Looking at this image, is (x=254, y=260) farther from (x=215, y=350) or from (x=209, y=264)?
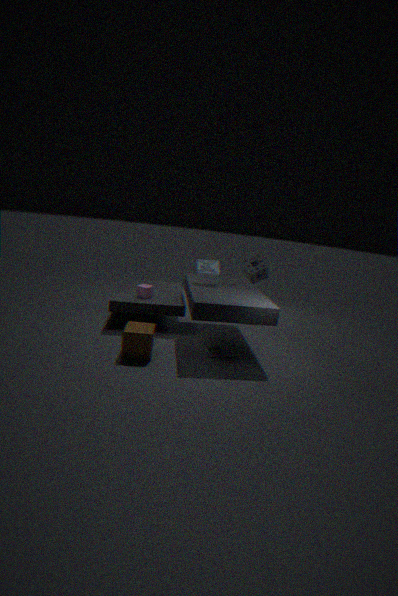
(x=215, y=350)
